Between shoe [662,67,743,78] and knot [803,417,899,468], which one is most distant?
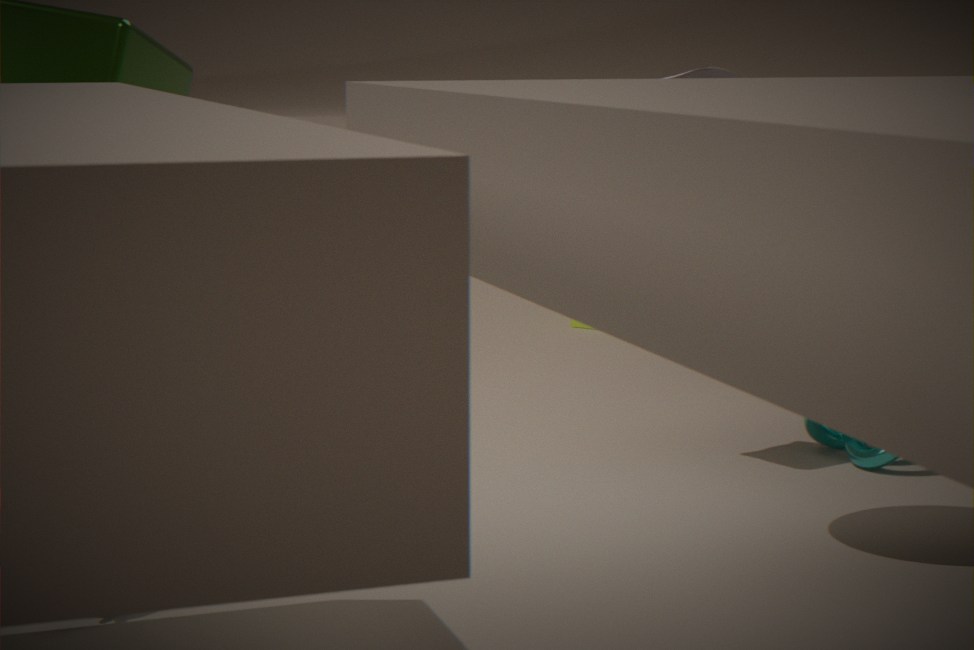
shoe [662,67,743,78]
